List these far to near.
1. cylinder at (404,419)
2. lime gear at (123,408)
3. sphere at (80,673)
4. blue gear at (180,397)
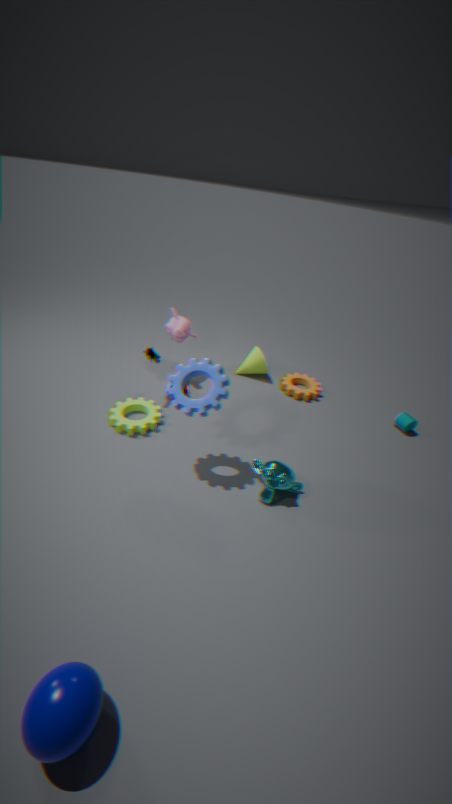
cylinder at (404,419)
lime gear at (123,408)
blue gear at (180,397)
sphere at (80,673)
